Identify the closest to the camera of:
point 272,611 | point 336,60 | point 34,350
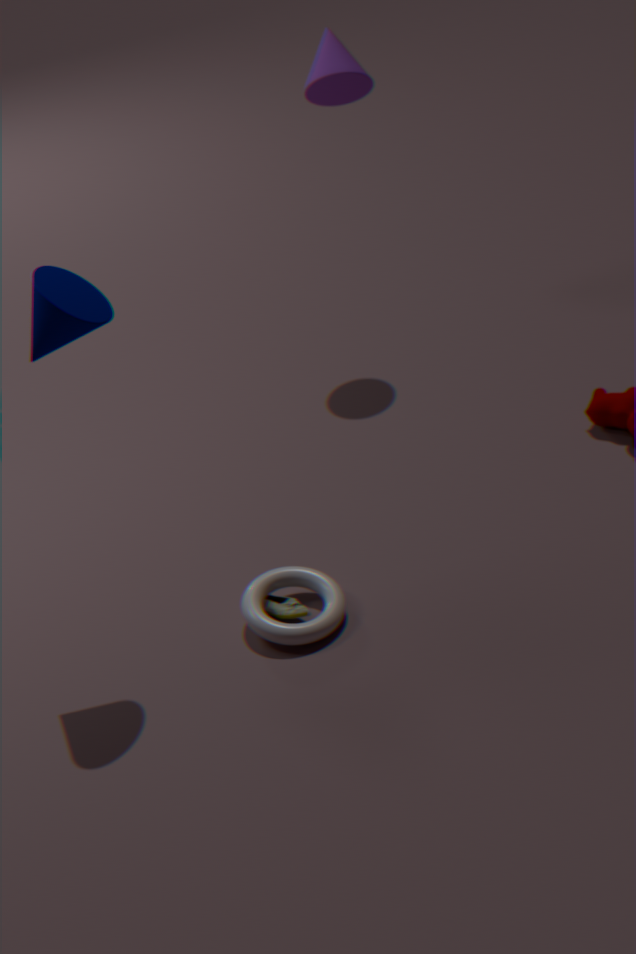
point 34,350
